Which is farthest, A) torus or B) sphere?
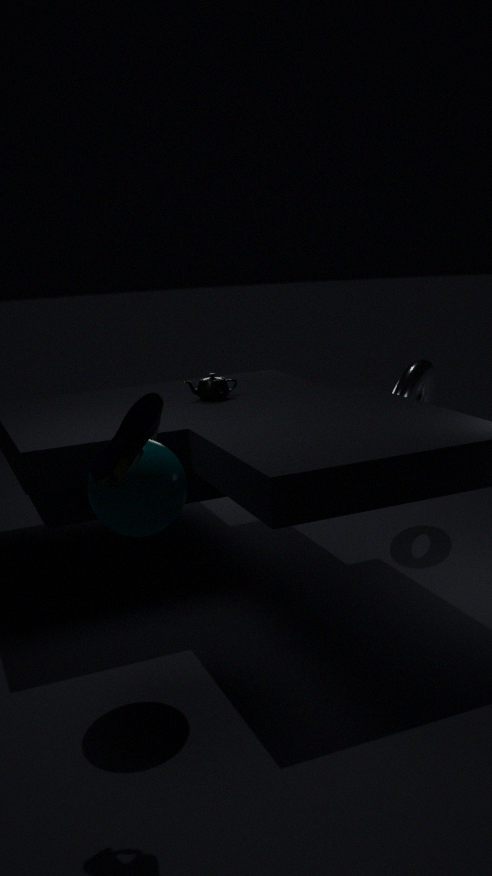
A. torus
